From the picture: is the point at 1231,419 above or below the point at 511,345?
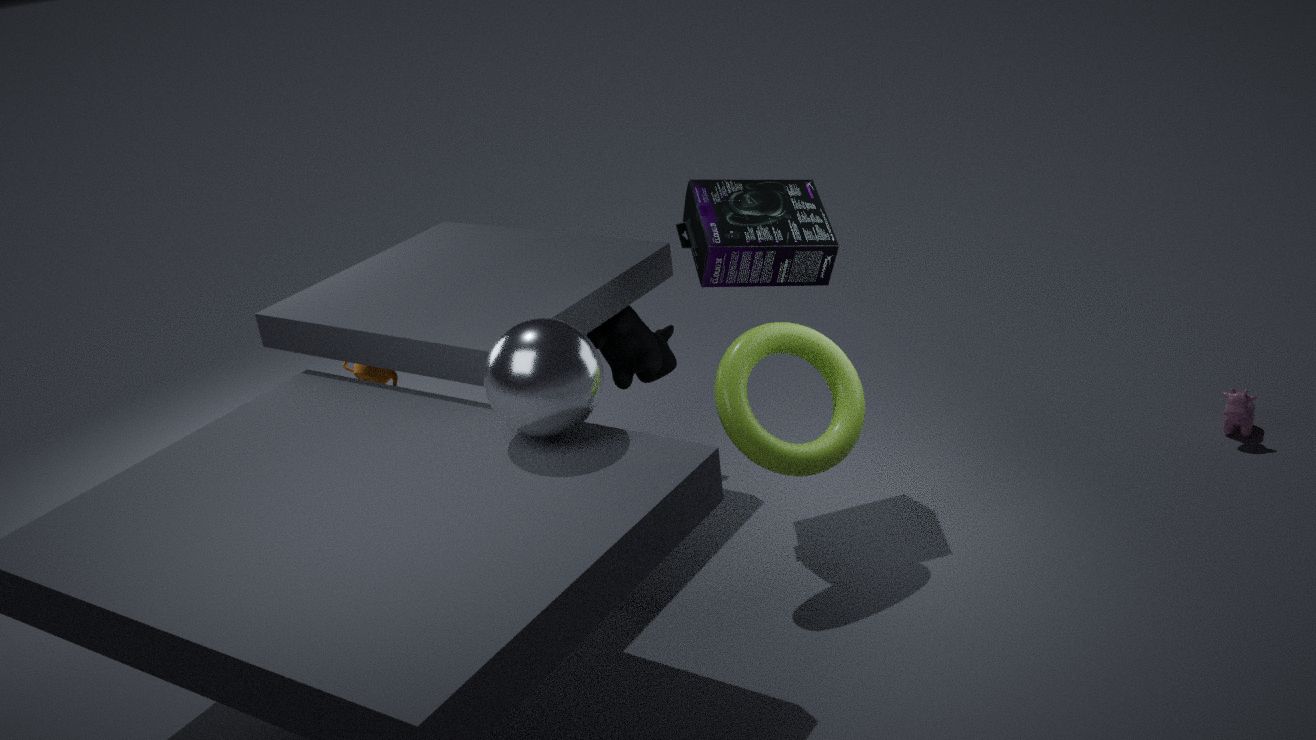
below
